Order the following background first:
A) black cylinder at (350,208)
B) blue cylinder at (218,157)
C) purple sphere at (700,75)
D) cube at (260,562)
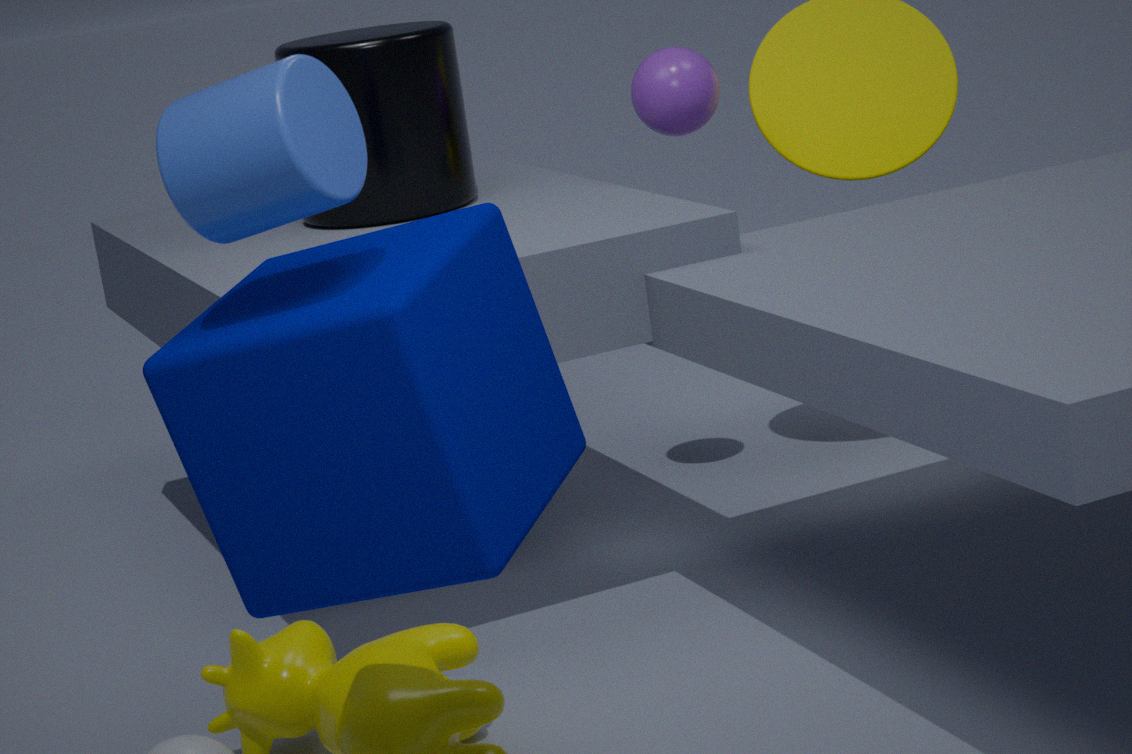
purple sphere at (700,75) < black cylinder at (350,208) < cube at (260,562) < blue cylinder at (218,157)
